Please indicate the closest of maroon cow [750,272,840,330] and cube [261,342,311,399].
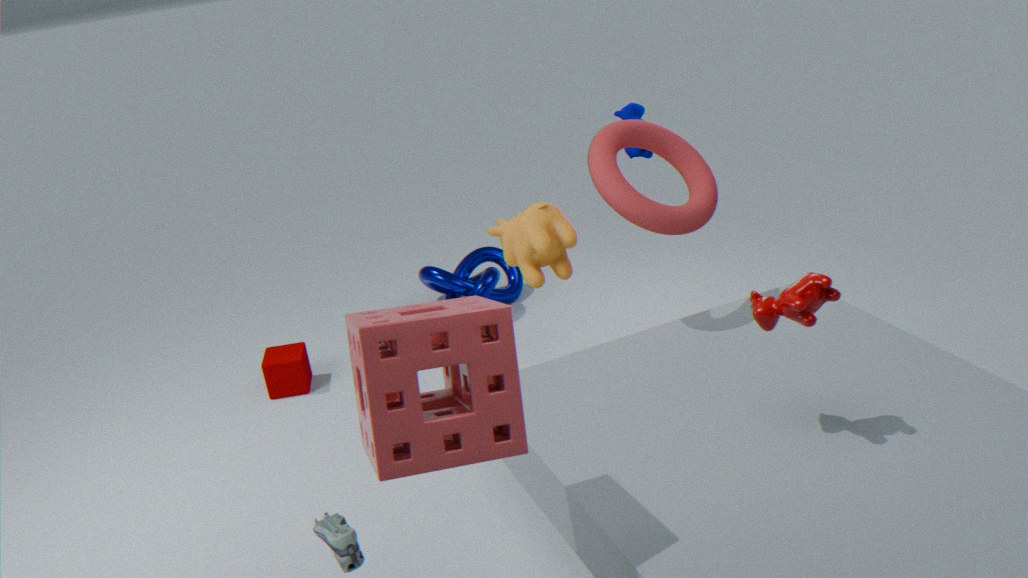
maroon cow [750,272,840,330]
